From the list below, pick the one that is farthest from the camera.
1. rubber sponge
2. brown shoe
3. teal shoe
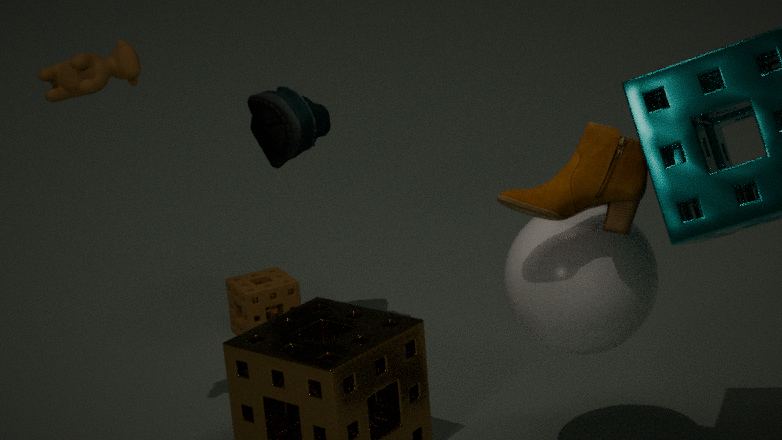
rubber sponge
